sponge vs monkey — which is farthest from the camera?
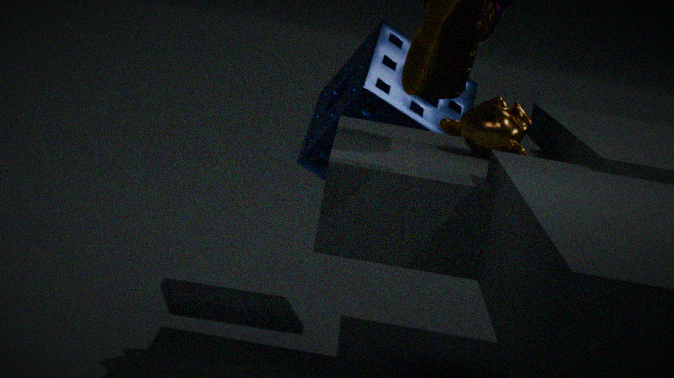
sponge
